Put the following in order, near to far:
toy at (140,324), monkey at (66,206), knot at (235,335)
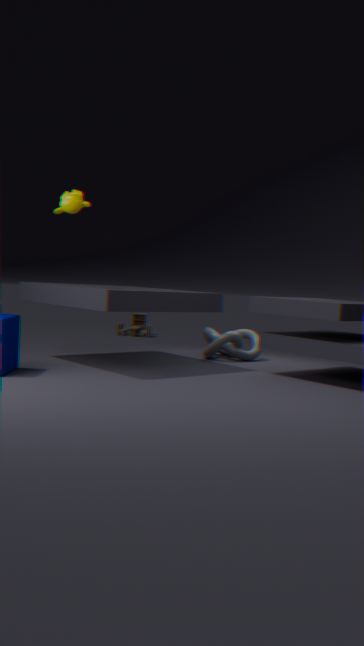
monkey at (66,206) < knot at (235,335) < toy at (140,324)
